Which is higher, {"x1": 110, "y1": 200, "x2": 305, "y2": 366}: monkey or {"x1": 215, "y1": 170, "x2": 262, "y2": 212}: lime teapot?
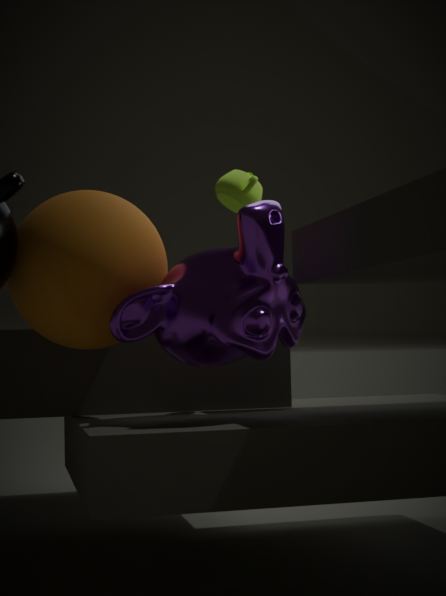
{"x1": 215, "y1": 170, "x2": 262, "y2": 212}: lime teapot
